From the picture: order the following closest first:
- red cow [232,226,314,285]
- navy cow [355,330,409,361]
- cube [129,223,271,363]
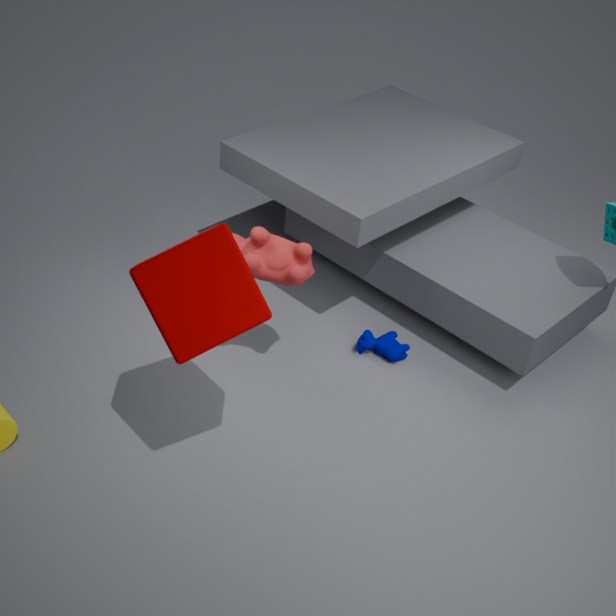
cube [129,223,271,363]
red cow [232,226,314,285]
navy cow [355,330,409,361]
